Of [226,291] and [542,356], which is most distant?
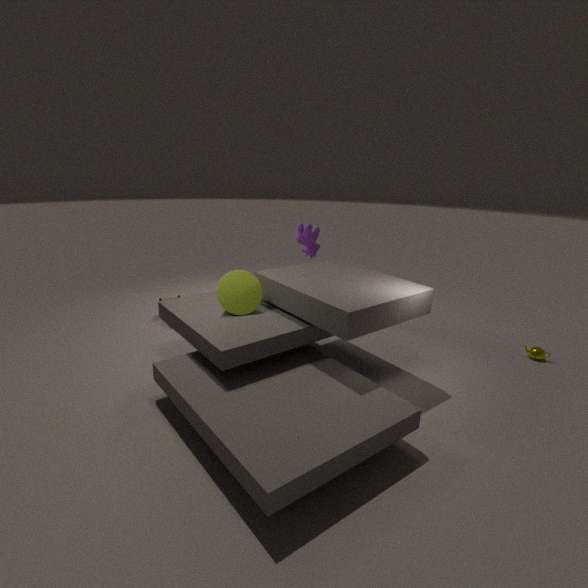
[542,356]
